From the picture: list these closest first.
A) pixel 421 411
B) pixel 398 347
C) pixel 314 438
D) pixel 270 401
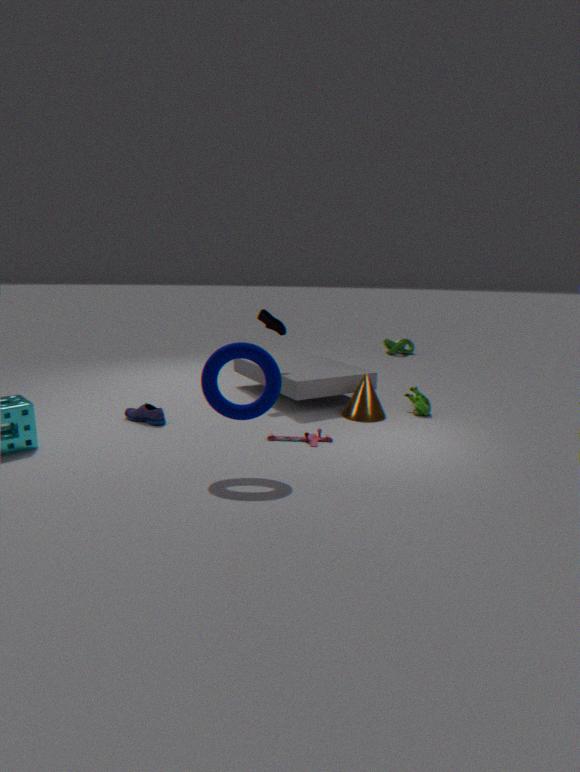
pixel 270 401 < pixel 314 438 < pixel 421 411 < pixel 398 347
